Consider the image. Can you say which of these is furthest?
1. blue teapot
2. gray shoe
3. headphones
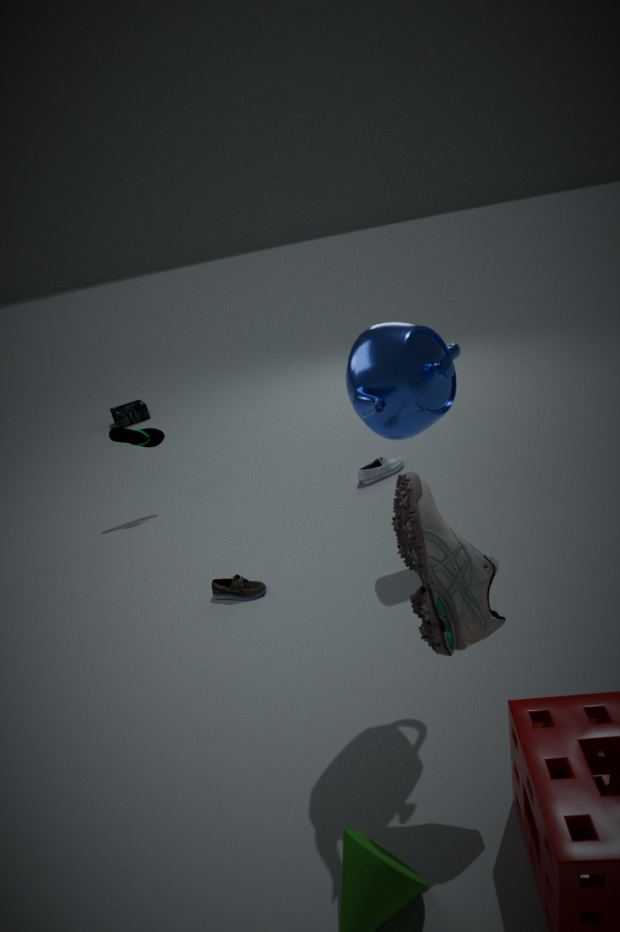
headphones
